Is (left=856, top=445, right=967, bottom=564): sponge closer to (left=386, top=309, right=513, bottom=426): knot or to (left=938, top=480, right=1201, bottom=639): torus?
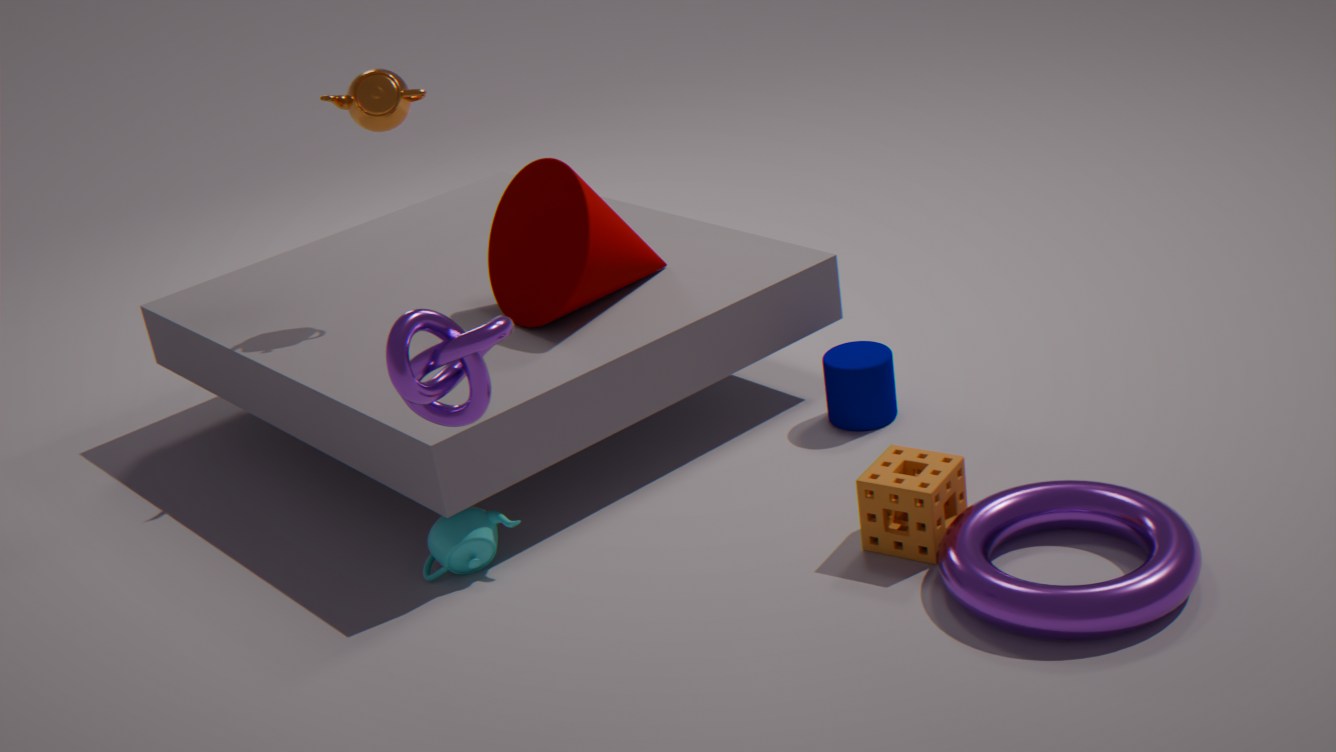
(left=938, top=480, right=1201, bottom=639): torus
